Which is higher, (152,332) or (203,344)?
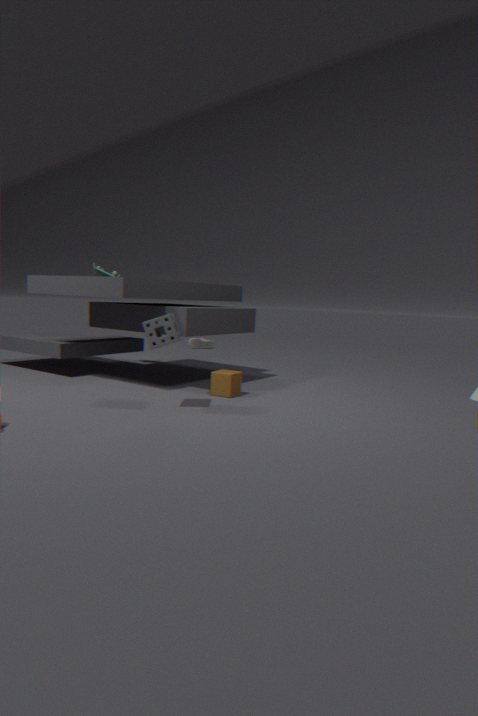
(152,332)
